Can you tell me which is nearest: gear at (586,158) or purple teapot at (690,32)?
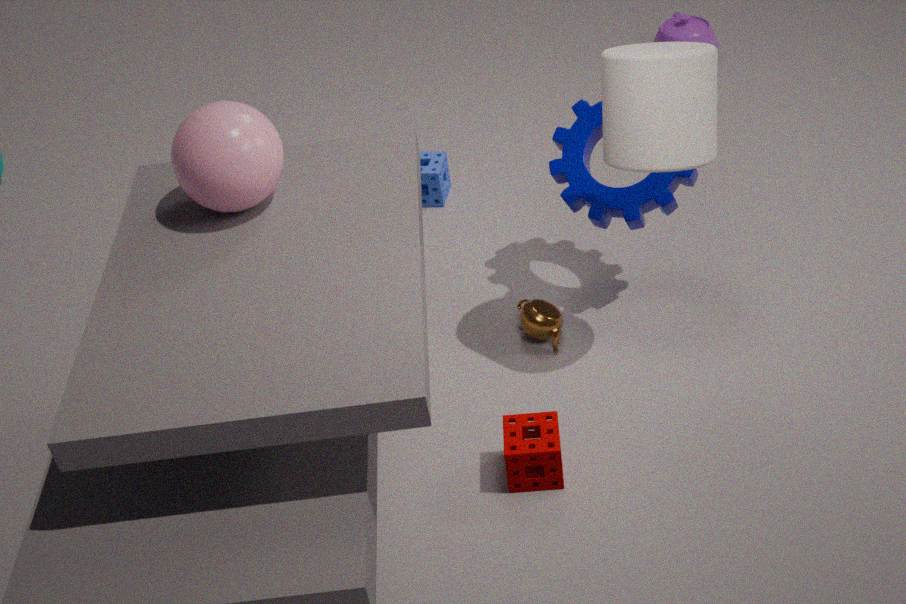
gear at (586,158)
